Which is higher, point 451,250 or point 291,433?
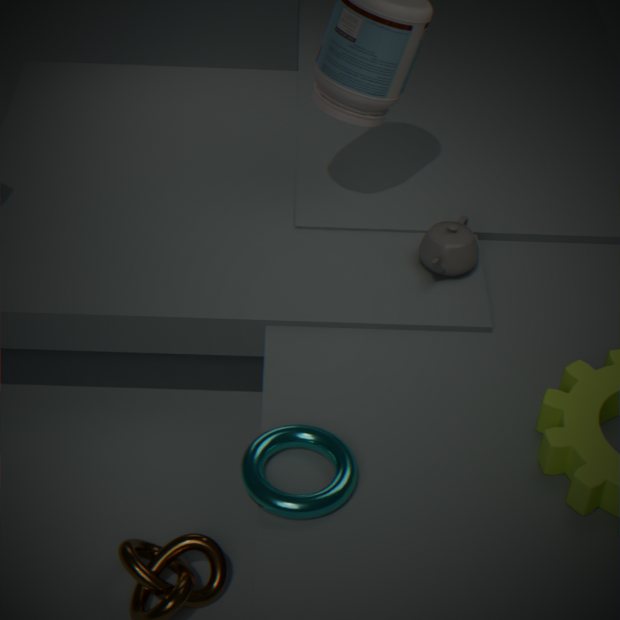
point 451,250
